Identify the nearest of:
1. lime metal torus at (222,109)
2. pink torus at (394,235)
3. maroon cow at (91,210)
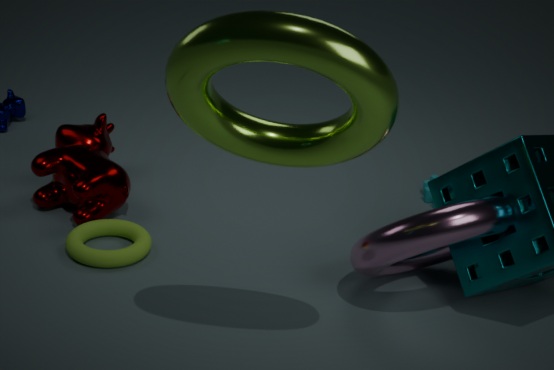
lime metal torus at (222,109)
